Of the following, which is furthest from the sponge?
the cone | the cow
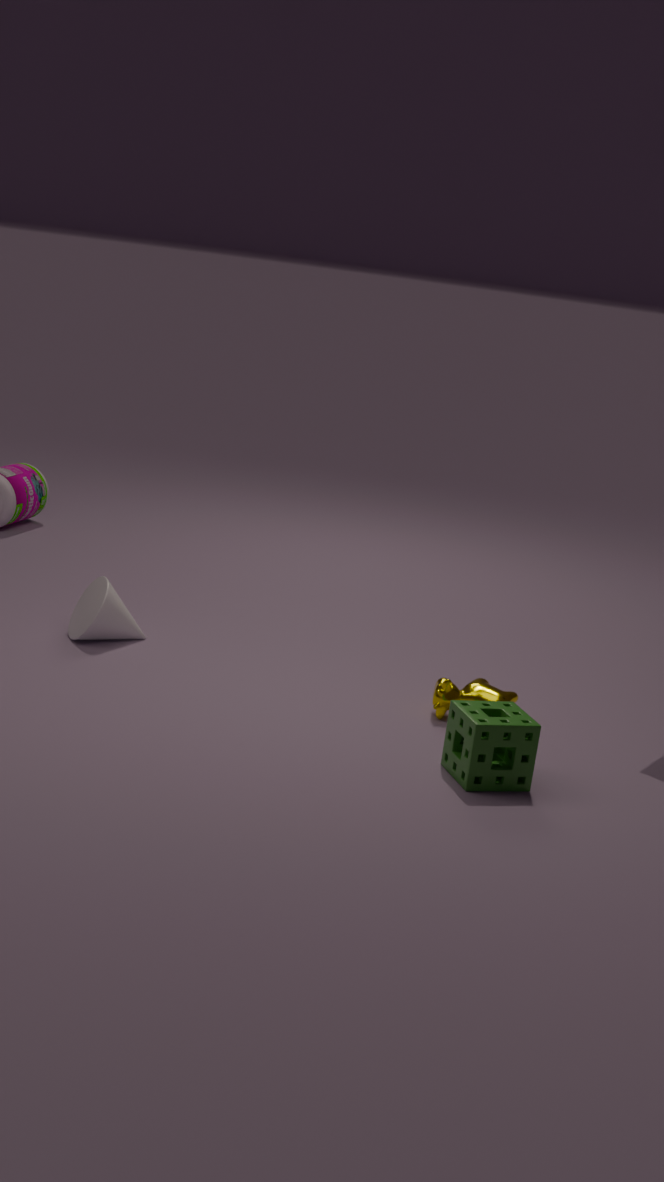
the cone
